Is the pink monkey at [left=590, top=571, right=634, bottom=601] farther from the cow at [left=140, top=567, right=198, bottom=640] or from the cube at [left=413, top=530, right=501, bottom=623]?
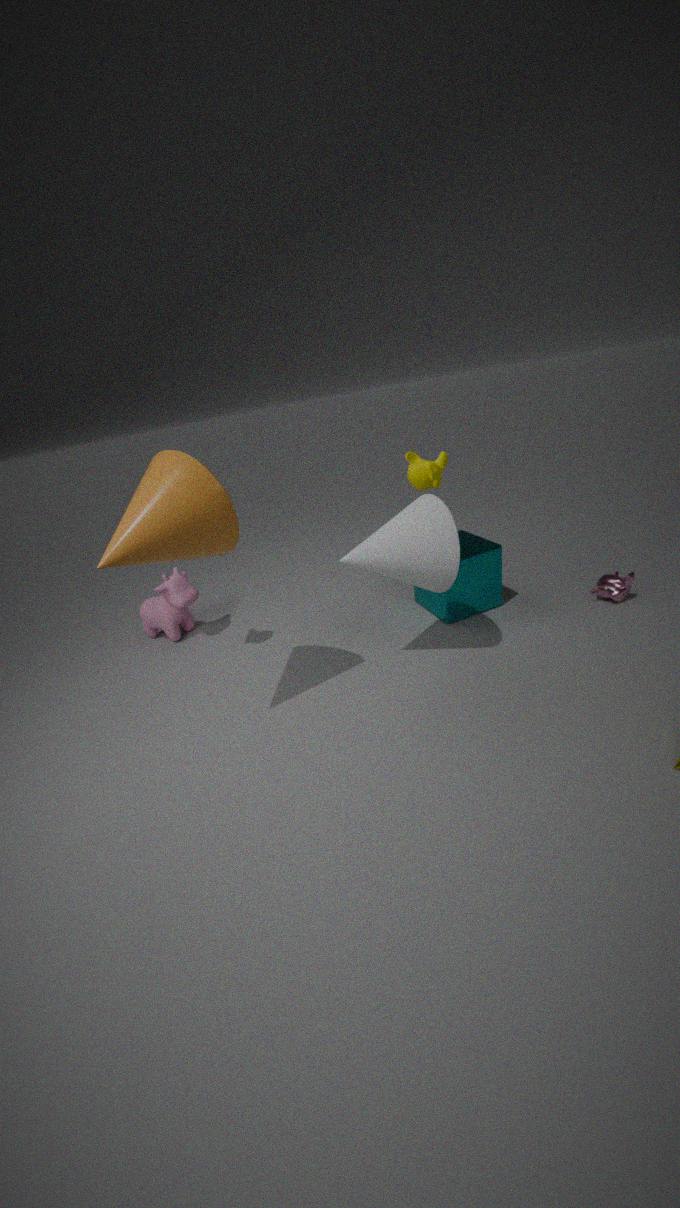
the cow at [left=140, top=567, right=198, bottom=640]
